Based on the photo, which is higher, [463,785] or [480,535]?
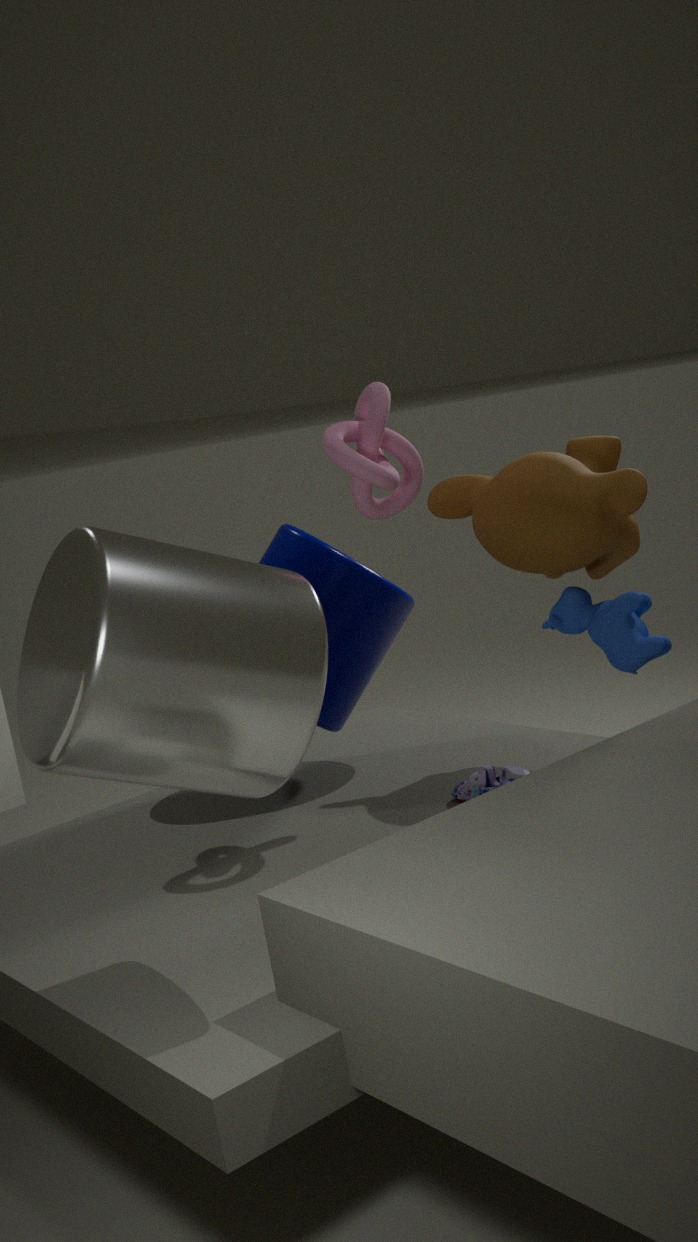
[480,535]
